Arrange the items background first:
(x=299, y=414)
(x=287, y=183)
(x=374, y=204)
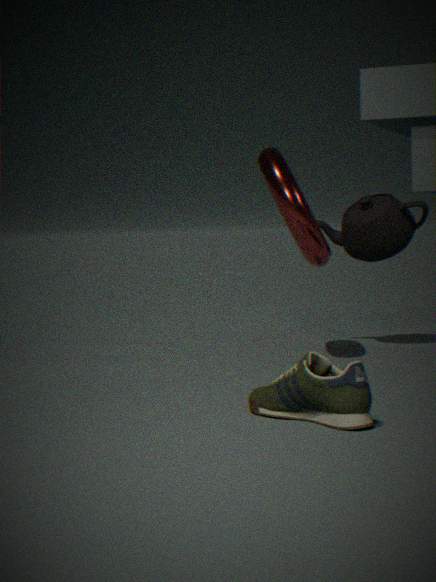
(x=374, y=204) → (x=287, y=183) → (x=299, y=414)
